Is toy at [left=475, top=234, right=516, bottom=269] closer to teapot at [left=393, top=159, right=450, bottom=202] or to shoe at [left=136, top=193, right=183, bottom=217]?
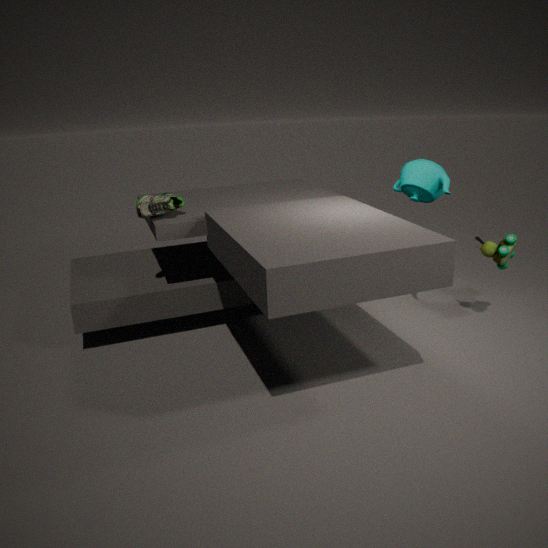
teapot at [left=393, top=159, right=450, bottom=202]
